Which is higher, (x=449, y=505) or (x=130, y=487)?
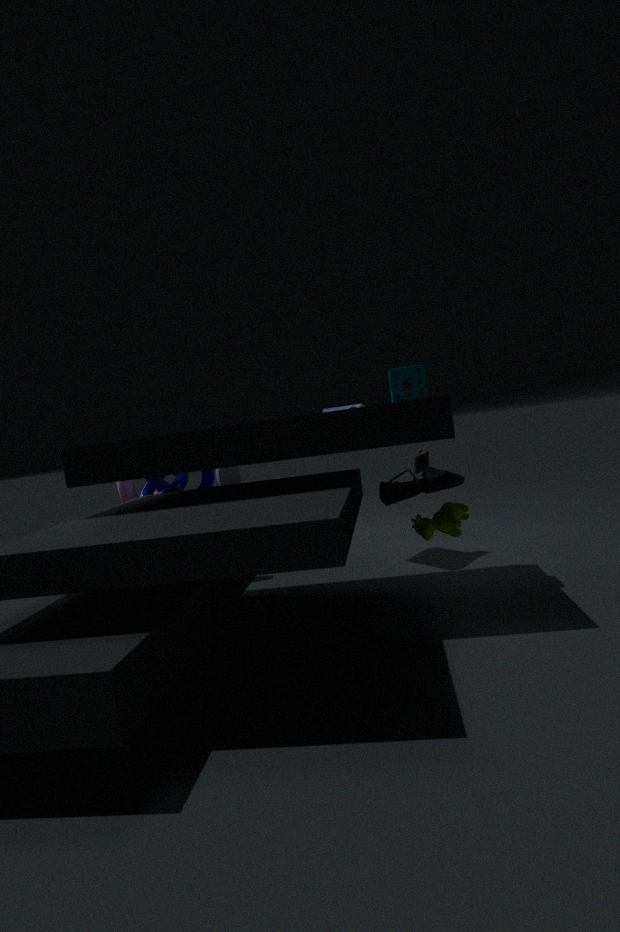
(x=130, y=487)
